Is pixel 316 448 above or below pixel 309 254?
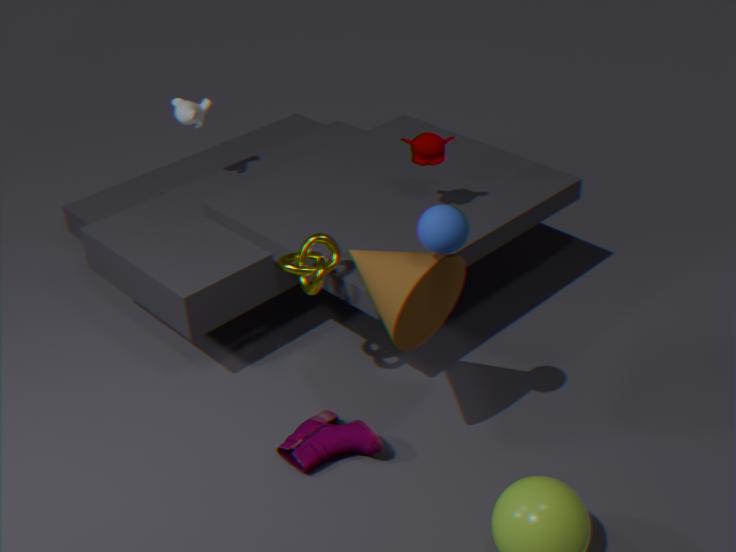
below
